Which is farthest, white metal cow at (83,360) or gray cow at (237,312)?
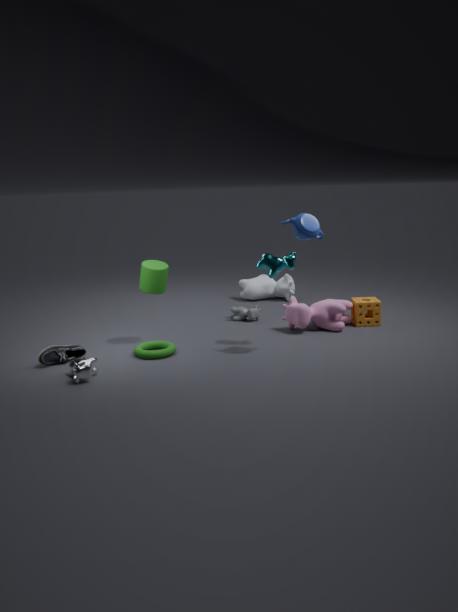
gray cow at (237,312)
